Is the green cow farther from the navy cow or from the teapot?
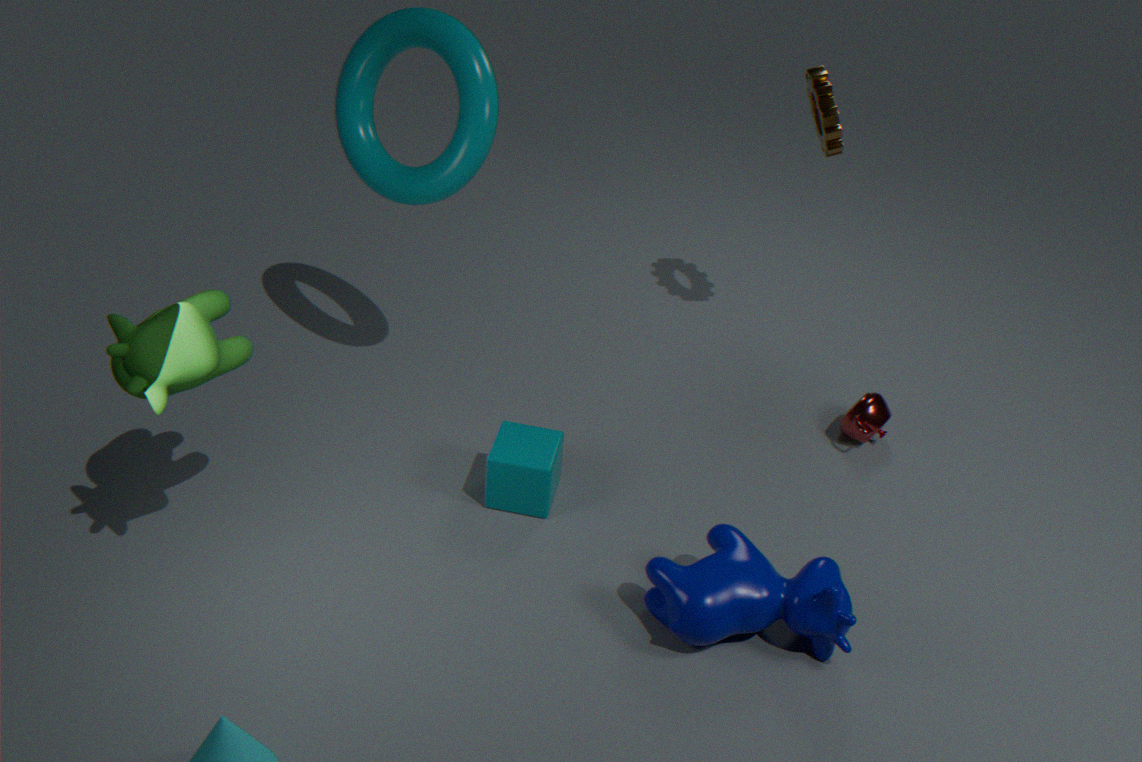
the teapot
